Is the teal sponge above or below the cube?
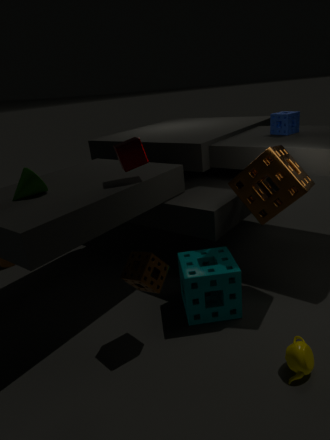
below
